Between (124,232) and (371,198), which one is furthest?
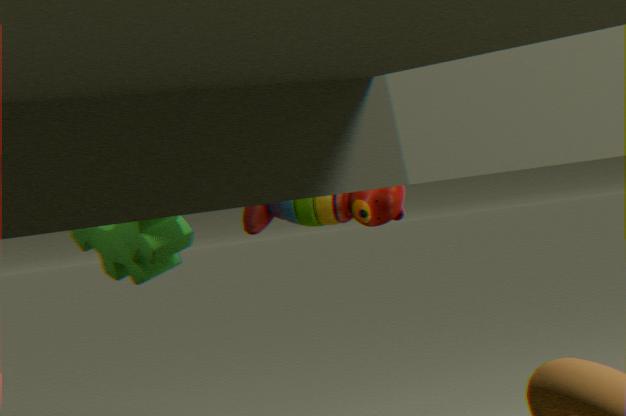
(124,232)
